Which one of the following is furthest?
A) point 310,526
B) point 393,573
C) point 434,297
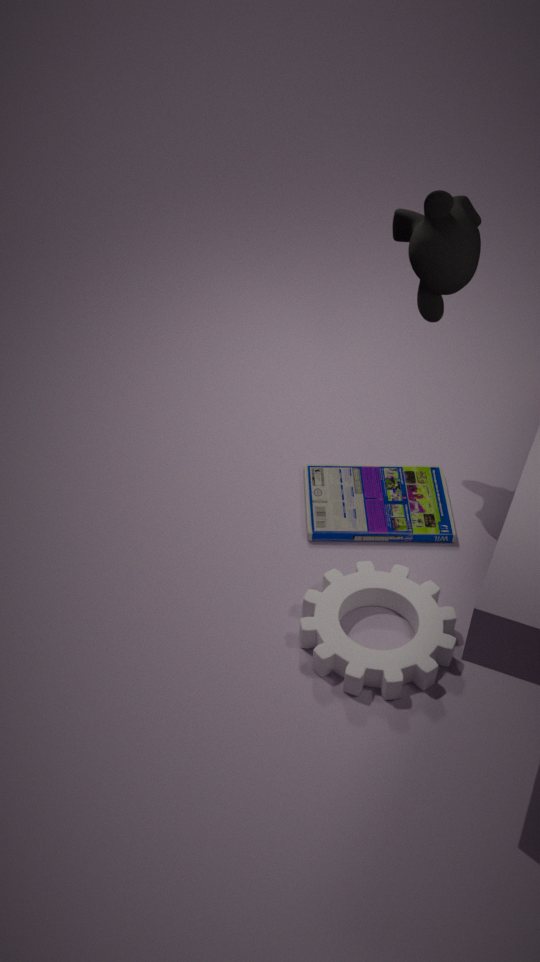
point 310,526
